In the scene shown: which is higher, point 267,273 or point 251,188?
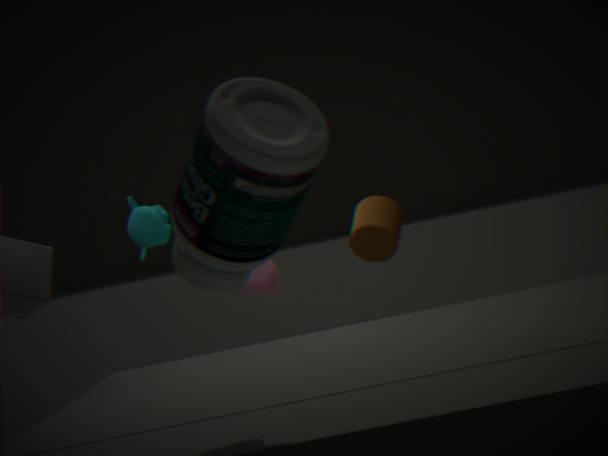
point 251,188
